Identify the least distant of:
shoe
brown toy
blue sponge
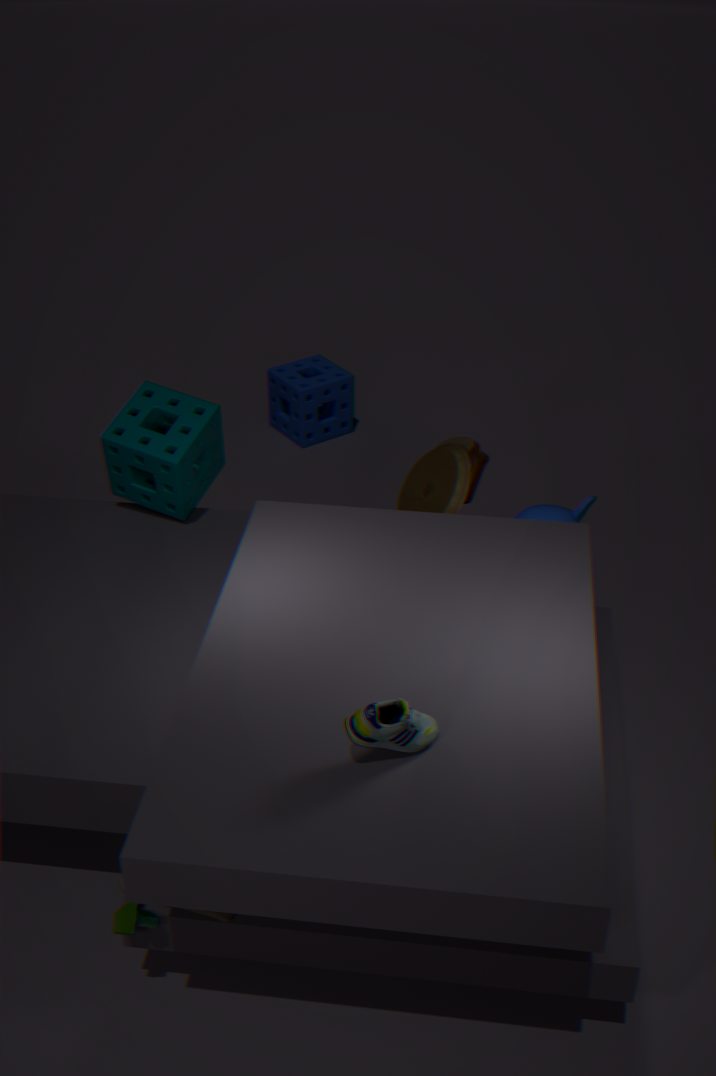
shoe
